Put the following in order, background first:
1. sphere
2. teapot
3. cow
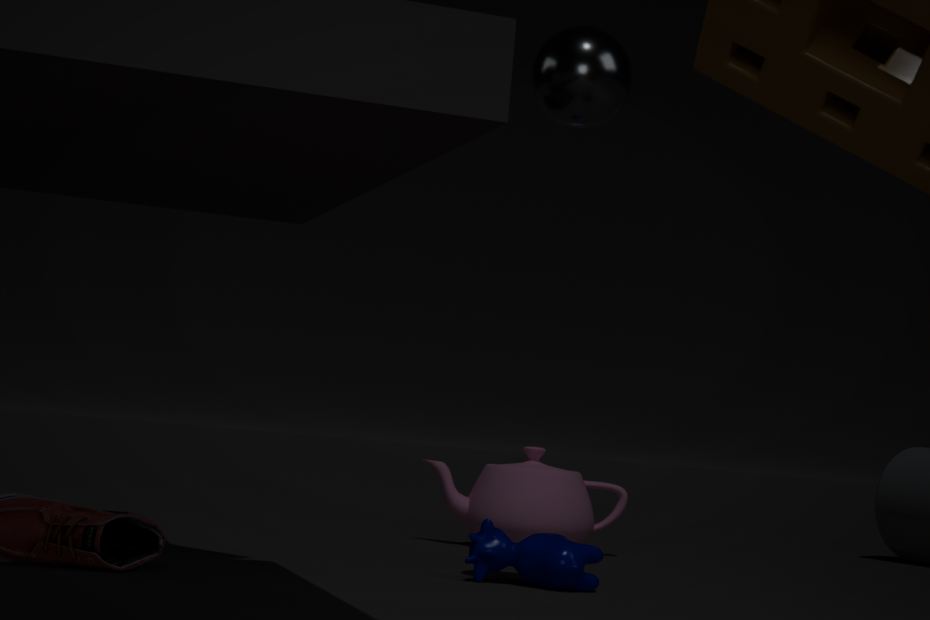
1. teapot
2. cow
3. sphere
